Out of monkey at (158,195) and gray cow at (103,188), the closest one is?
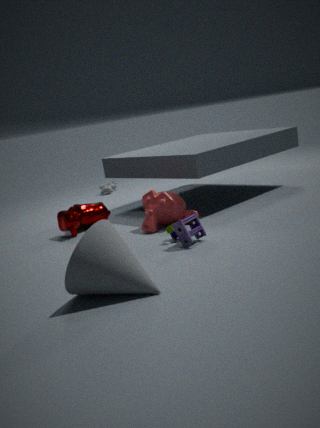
monkey at (158,195)
